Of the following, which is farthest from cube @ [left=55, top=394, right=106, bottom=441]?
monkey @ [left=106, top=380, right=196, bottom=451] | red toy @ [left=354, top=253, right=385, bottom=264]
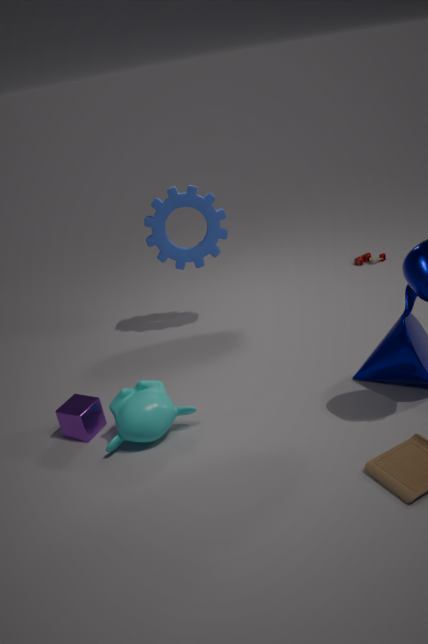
red toy @ [left=354, top=253, right=385, bottom=264]
